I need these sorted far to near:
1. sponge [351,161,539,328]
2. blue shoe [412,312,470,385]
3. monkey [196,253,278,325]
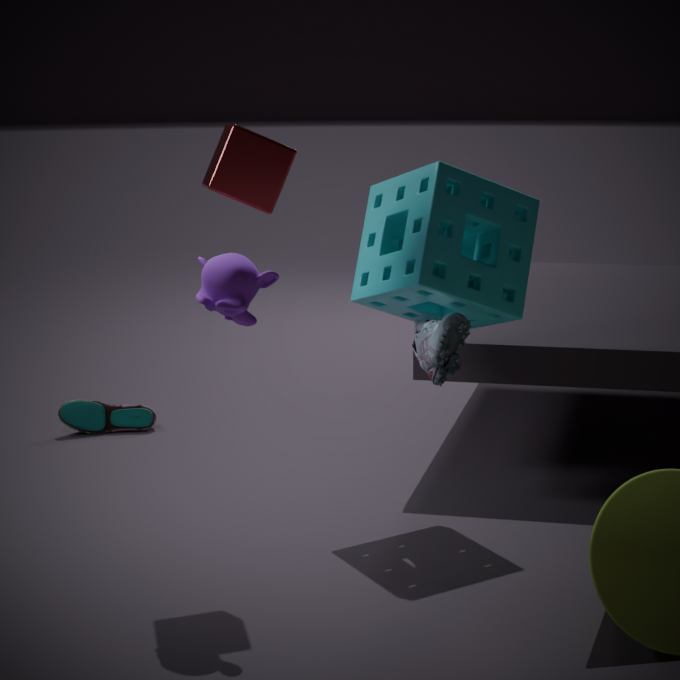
1. blue shoe [412,312,470,385]
2. sponge [351,161,539,328]
3. monkey [196,253,278,325]
